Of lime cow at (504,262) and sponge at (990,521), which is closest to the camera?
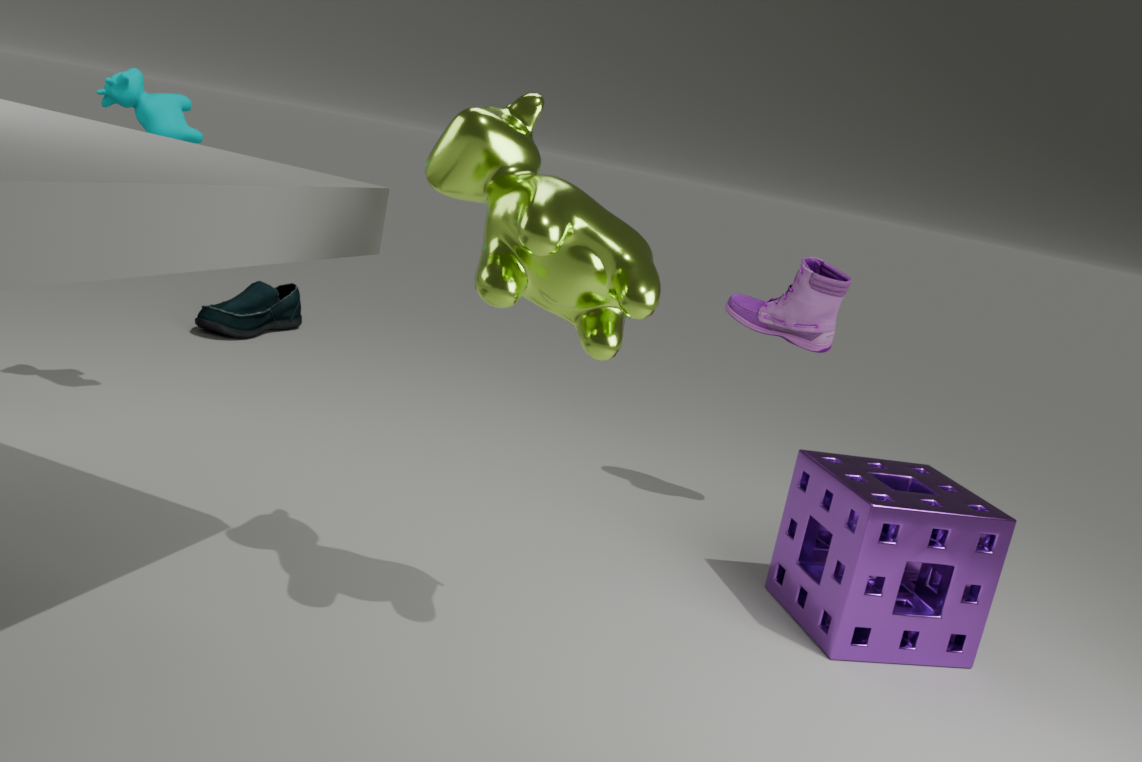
lime cow at (504,262)
